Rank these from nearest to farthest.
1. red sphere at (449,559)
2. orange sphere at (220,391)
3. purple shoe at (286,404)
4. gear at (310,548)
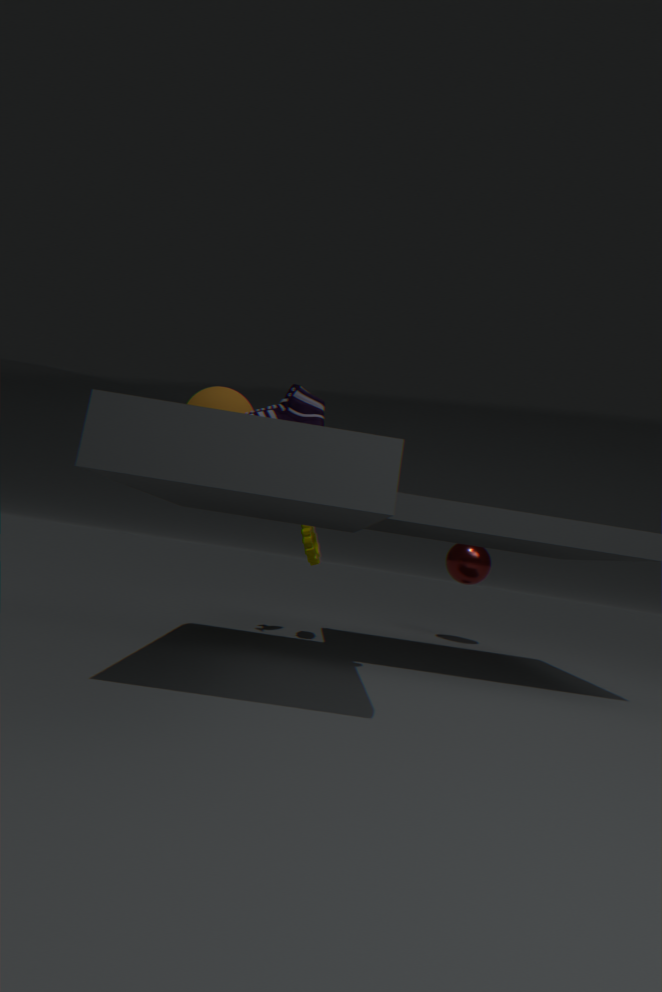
purple shoe at (286,404) < orange sphere at (220,391) < gear at (310,548) < red sphere at (449,559)
